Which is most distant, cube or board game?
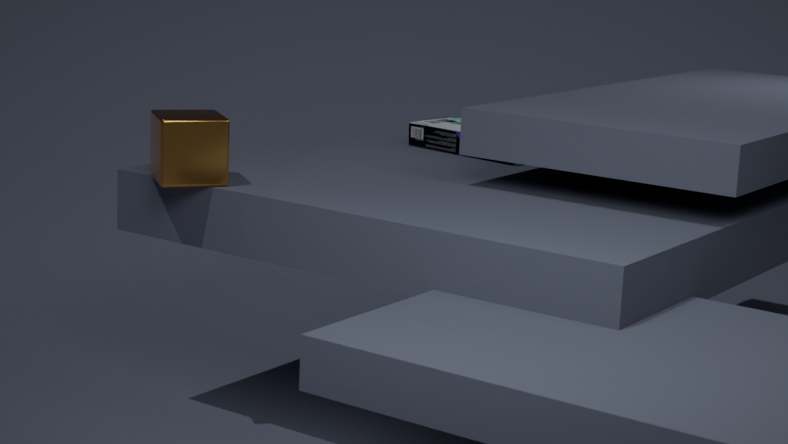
board game
